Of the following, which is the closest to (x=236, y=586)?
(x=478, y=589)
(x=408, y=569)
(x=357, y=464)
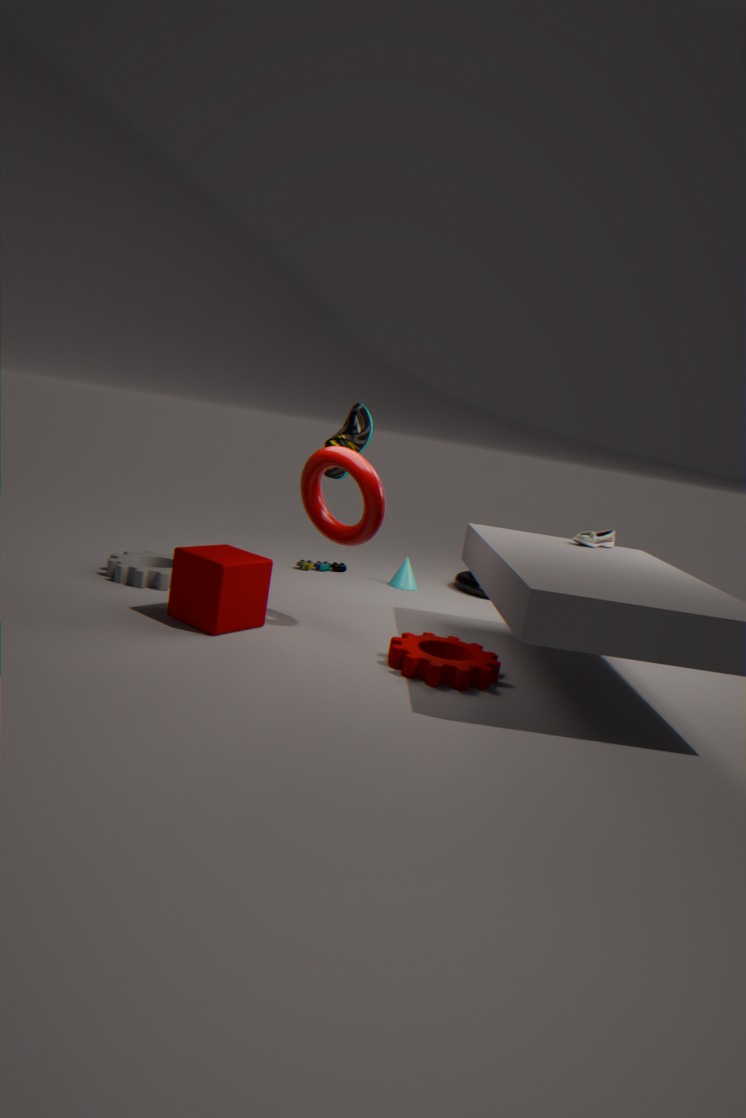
(x=357, y=464)
